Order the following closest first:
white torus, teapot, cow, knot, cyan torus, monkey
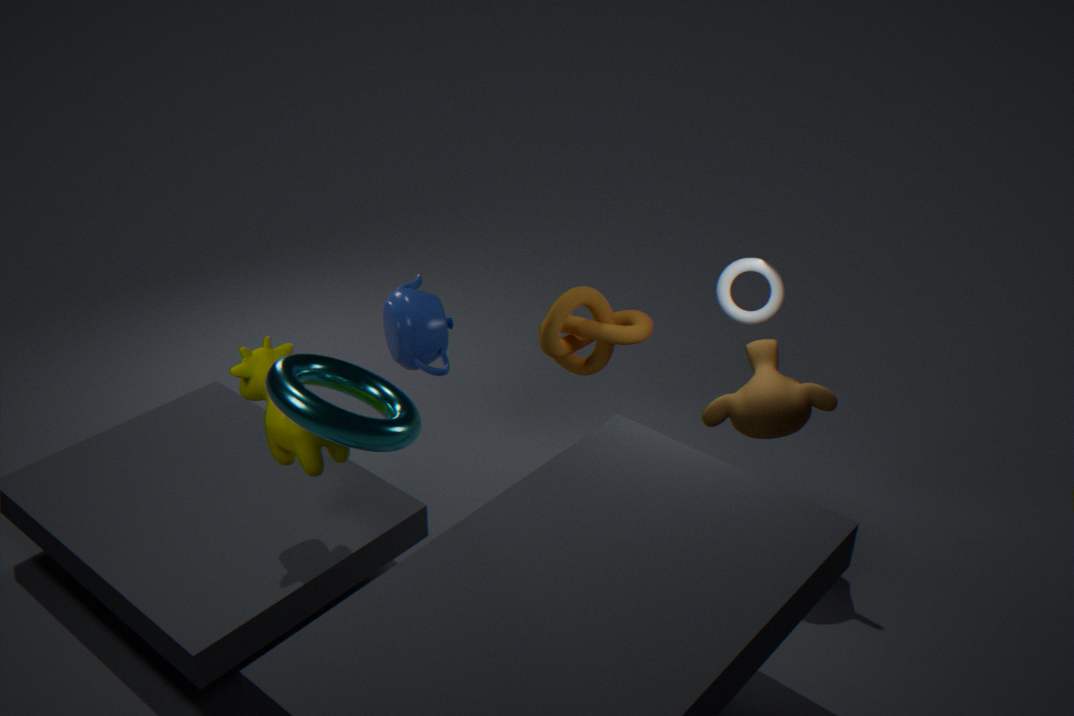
1. cyan torus
2. cow
3. monkey
4. teapot
5. white torus
6. knot
